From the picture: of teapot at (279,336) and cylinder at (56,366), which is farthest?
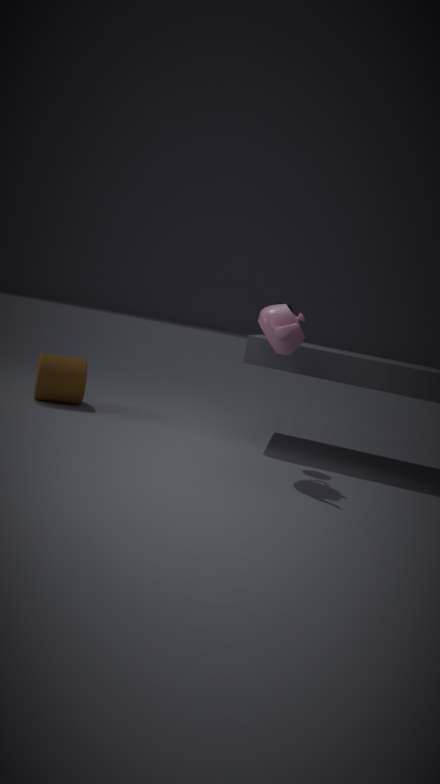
cylinder at (56,366)
